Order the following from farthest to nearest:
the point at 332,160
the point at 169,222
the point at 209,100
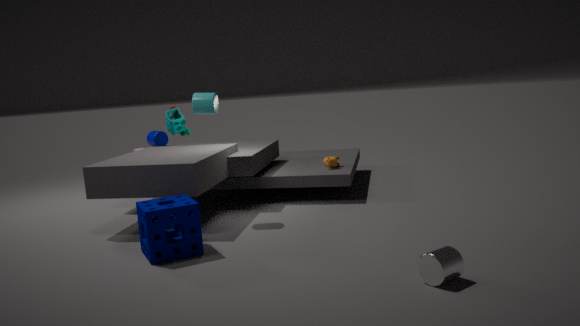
the point at 332,160 → the point at 209,100 → the point at 169,222
